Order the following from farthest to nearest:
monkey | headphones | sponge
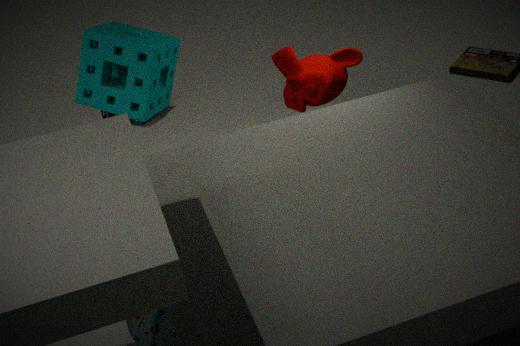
headphones < monkey < sponge
